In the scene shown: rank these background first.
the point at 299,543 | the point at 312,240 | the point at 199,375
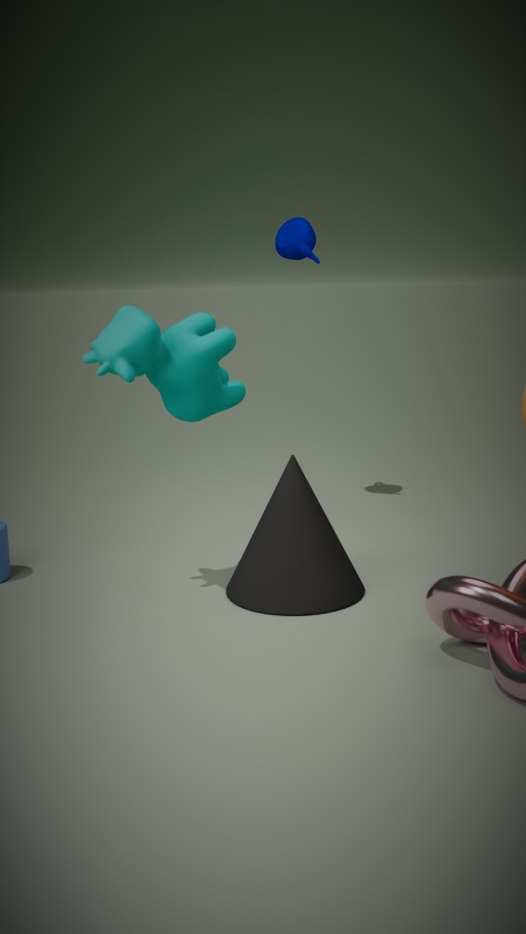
the point at 312,240, the point at 199,375, the point at 299,543
